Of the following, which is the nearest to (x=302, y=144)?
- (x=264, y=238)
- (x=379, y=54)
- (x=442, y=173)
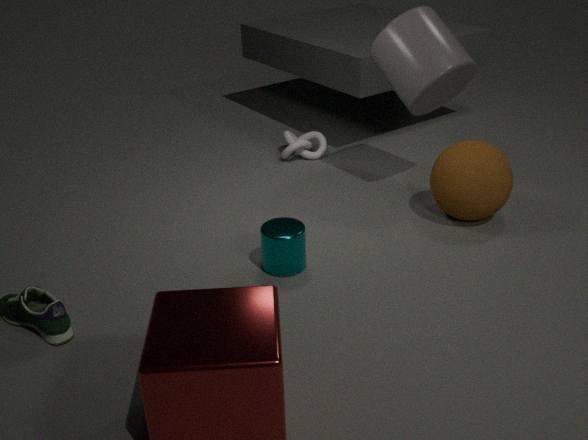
(x=379, y=54)
